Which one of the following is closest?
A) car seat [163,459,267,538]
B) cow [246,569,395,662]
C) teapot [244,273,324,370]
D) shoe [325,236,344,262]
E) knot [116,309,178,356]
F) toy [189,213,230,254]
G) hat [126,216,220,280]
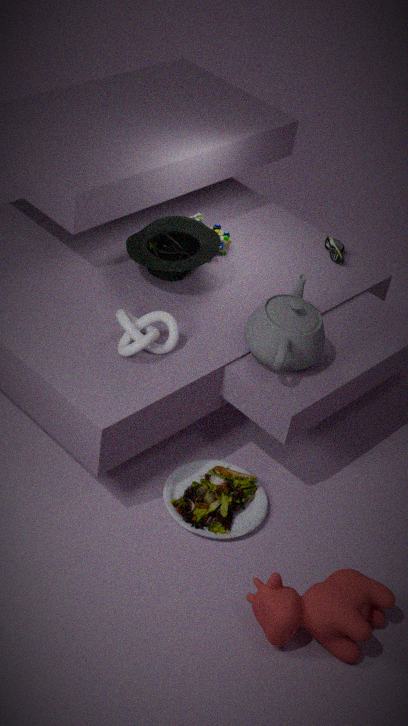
cow [246,569,395,662]
